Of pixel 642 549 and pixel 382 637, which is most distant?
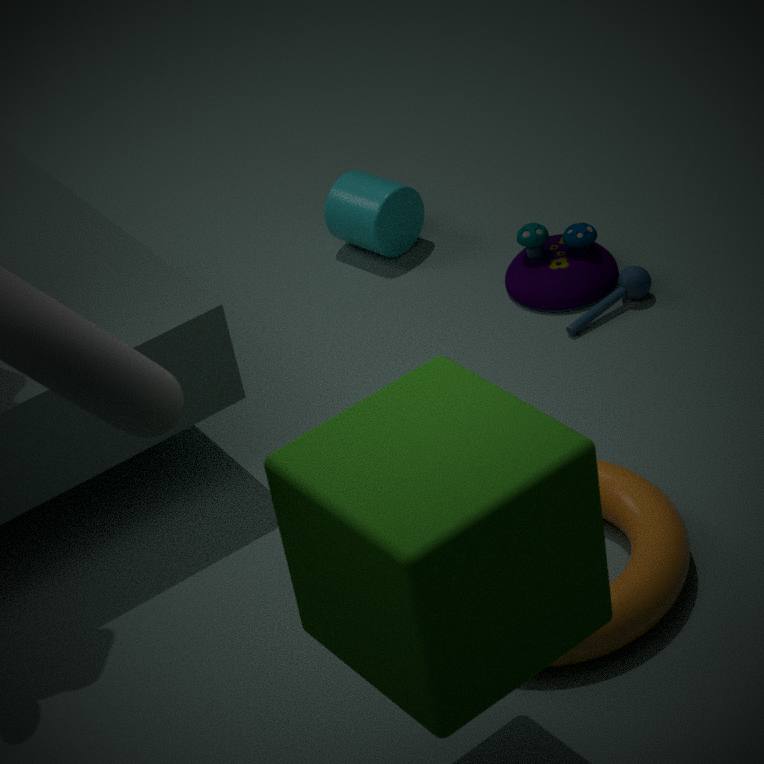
pixel 642 549
